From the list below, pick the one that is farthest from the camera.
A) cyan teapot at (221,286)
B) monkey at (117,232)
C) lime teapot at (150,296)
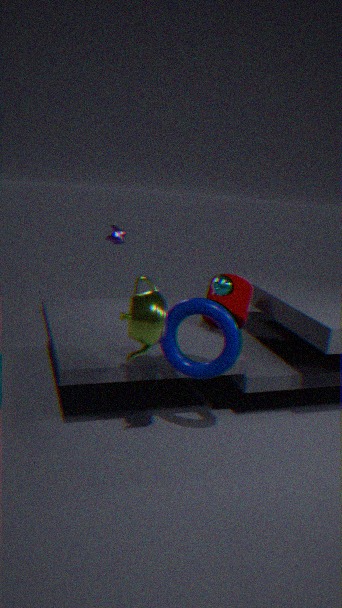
monkey at (117,232)
